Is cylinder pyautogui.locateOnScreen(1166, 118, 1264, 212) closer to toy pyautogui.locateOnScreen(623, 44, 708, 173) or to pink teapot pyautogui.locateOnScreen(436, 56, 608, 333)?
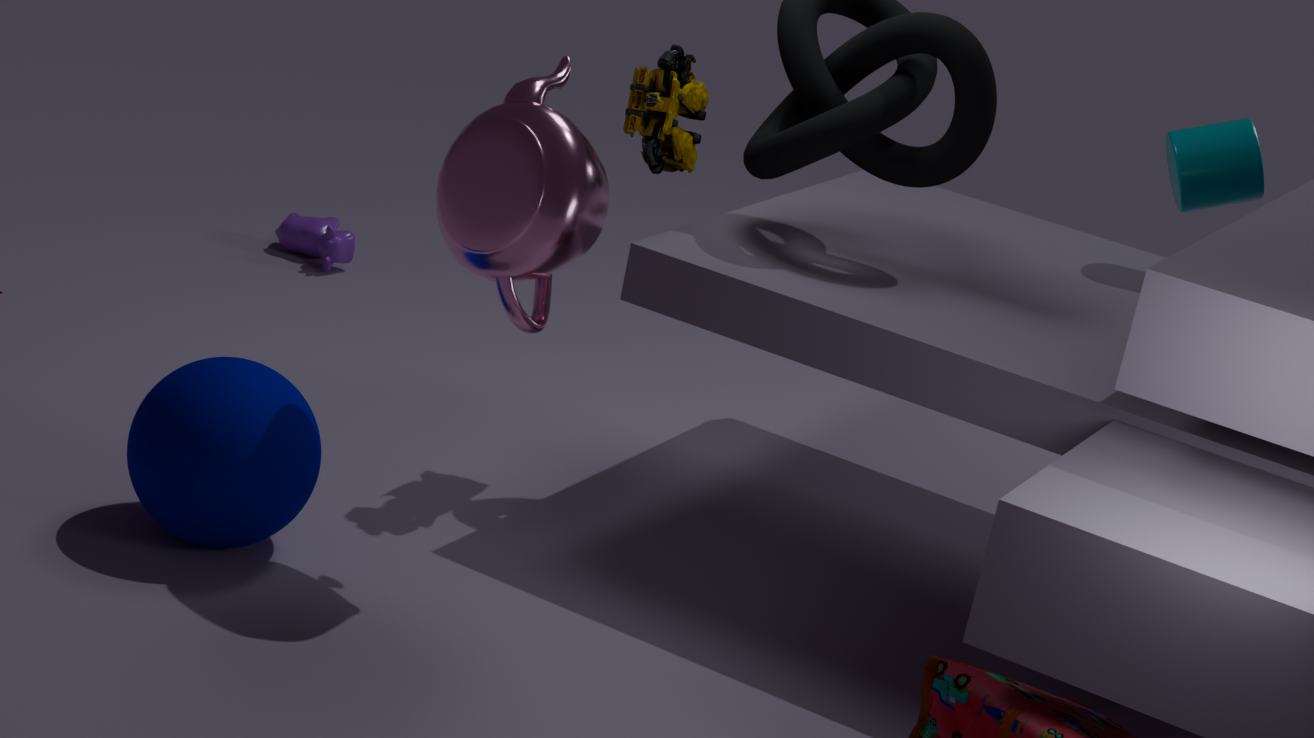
toy pyautogui.locateOnScreen(623, 44, 708, 173)
